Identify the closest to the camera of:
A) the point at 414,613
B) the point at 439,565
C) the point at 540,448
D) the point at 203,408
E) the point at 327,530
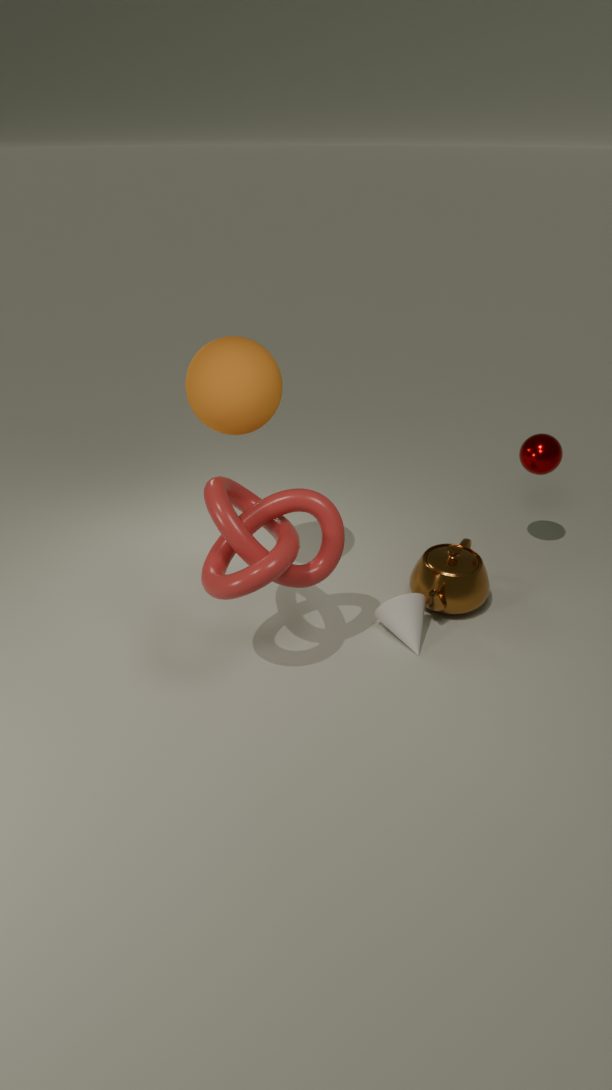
the point at 327,530
